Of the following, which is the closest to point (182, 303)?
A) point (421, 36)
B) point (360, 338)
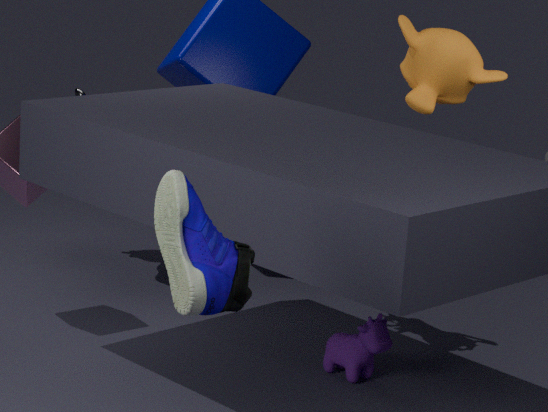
point (421, 36)
